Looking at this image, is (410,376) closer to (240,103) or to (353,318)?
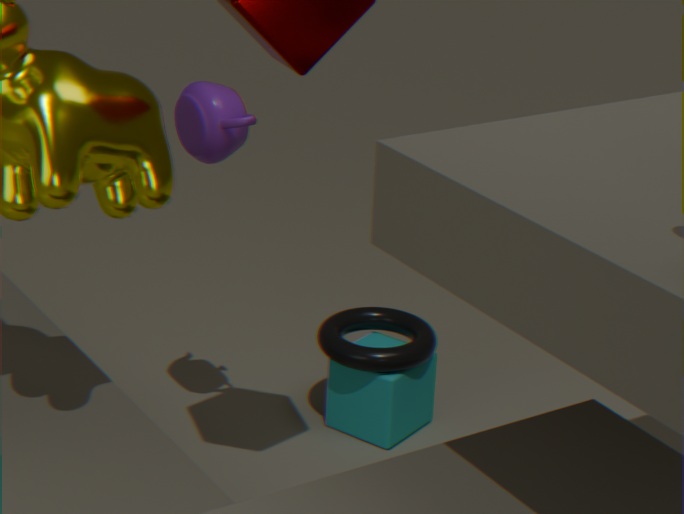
(353,318)
